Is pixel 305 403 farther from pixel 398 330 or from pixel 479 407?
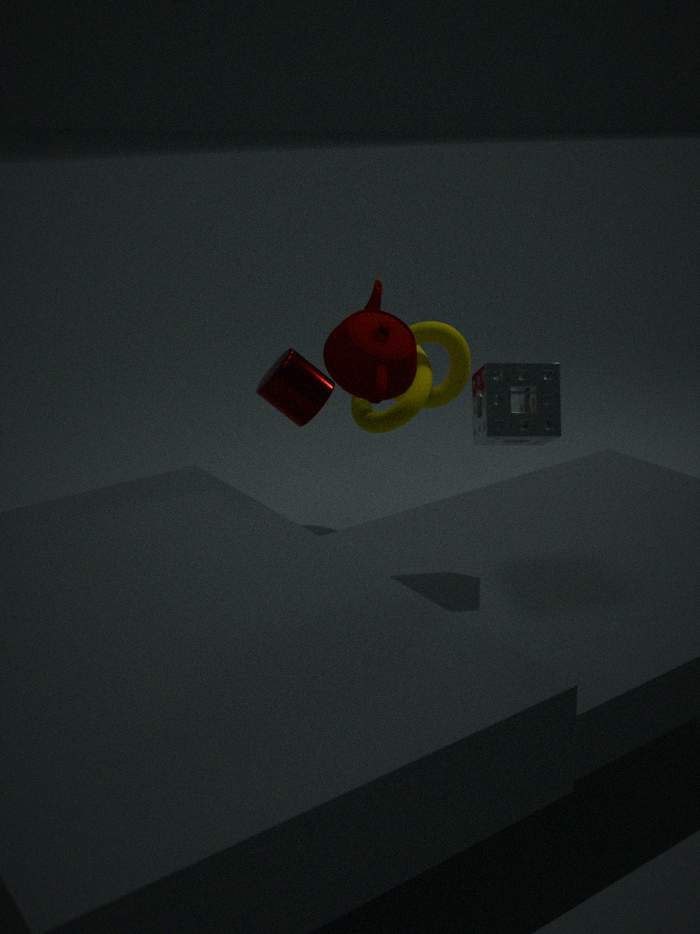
pixel 479 407
